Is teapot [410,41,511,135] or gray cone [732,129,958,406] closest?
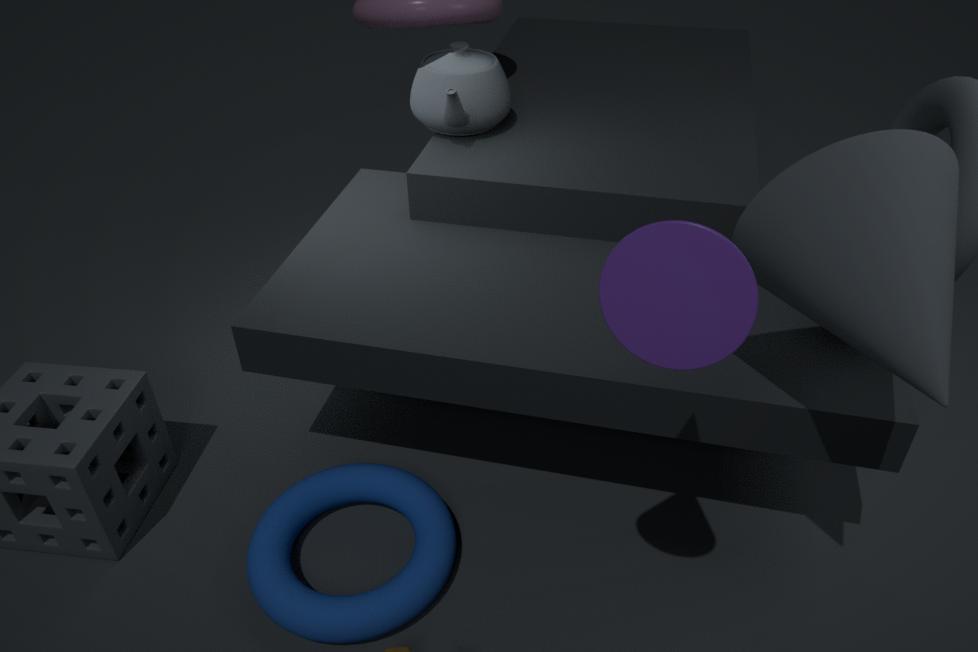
gray cone [732,129,958,406]
